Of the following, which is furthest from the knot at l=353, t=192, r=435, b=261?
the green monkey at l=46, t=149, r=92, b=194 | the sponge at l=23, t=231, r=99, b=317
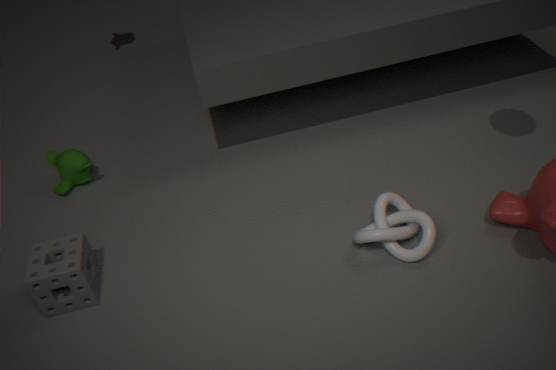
the green monkey at l=46, t=149, r=92, b=194
